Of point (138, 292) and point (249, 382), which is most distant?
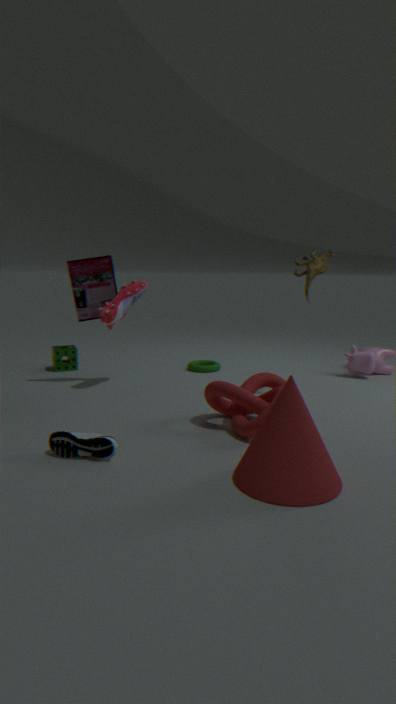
point (138, 292)
